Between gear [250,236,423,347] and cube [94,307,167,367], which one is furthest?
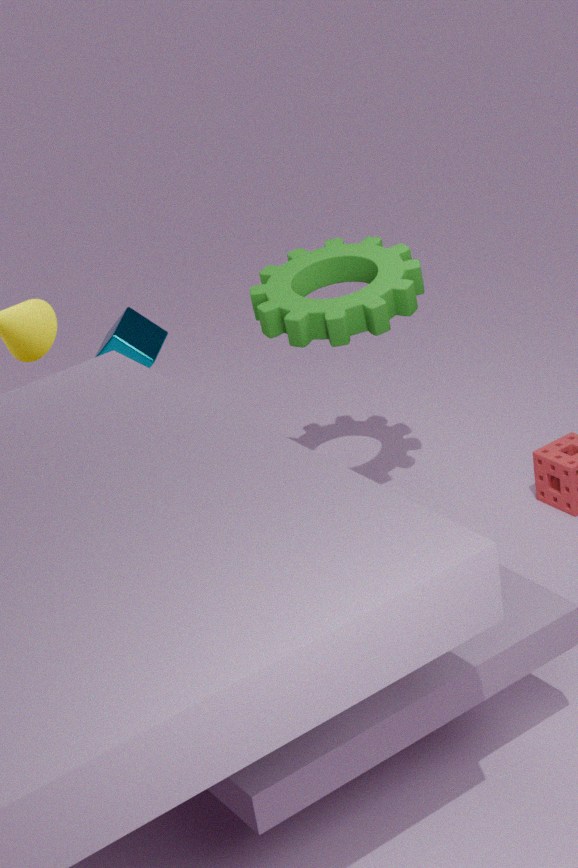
cube [94,307,167,367]
